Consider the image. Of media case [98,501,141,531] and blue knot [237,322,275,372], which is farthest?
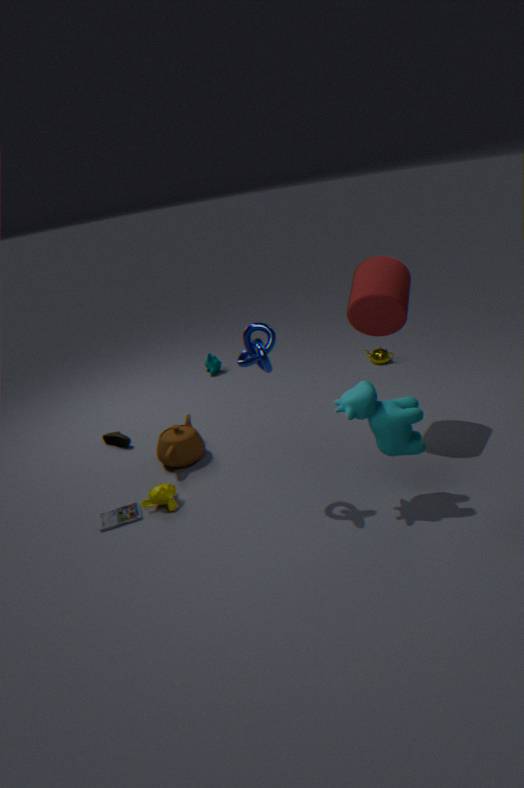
media case [98,501,141,531]
